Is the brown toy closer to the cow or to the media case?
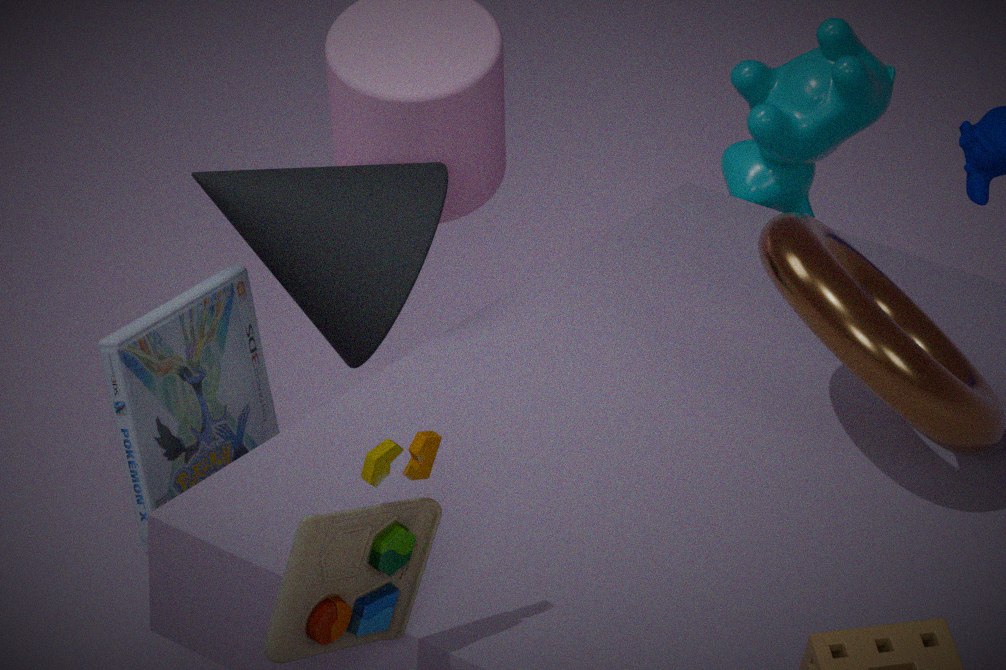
the media case
